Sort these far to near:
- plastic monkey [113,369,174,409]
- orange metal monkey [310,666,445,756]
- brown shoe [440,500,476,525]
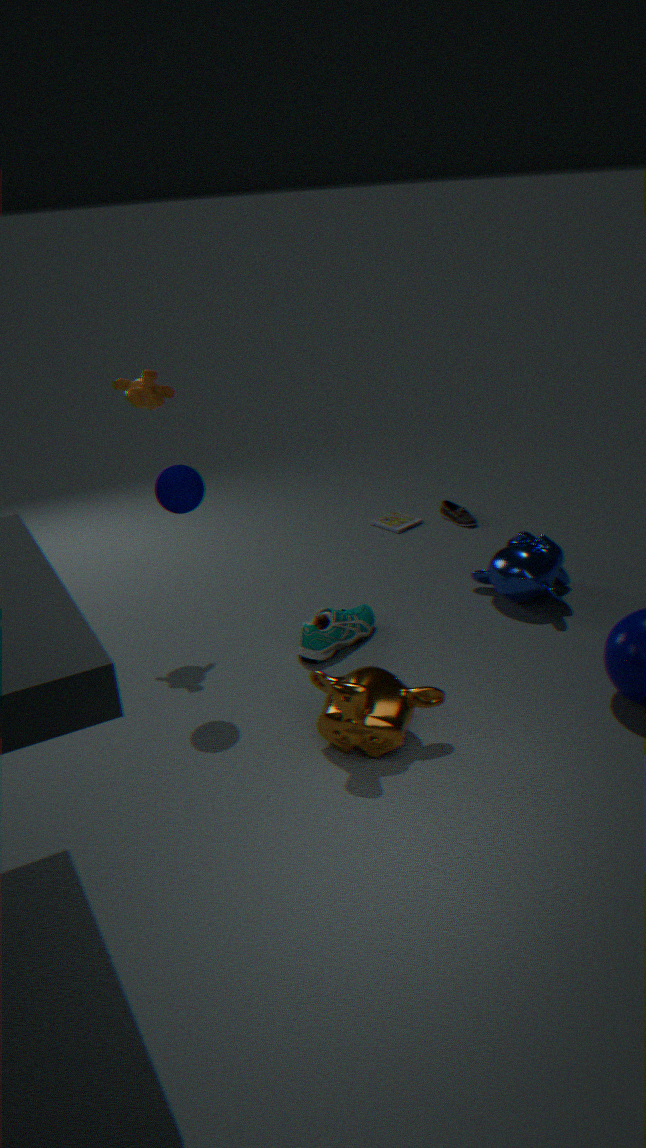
brown shoe [440,500,476,525] → plastic monkey [113,369,174,409] → orange metal monkey [310,666,445,756]
